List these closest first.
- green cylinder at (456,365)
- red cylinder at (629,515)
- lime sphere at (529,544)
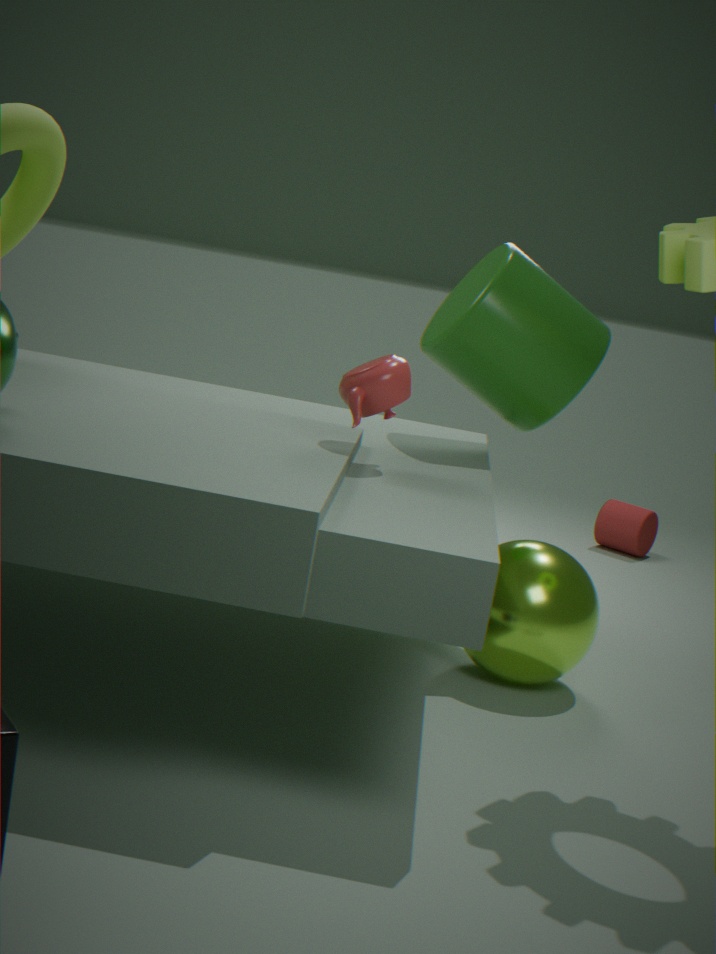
lime sphere at (529,544) → green cylinder at (456,365) → red cylinder at (629,515)
